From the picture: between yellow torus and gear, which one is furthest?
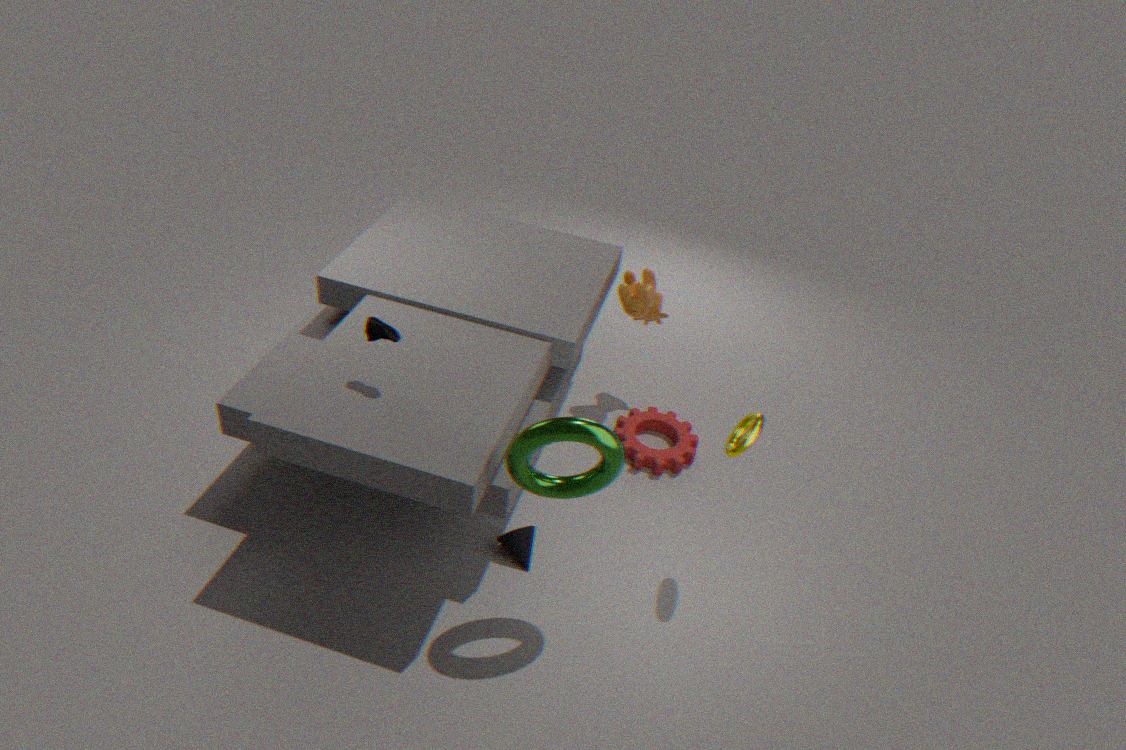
gear
